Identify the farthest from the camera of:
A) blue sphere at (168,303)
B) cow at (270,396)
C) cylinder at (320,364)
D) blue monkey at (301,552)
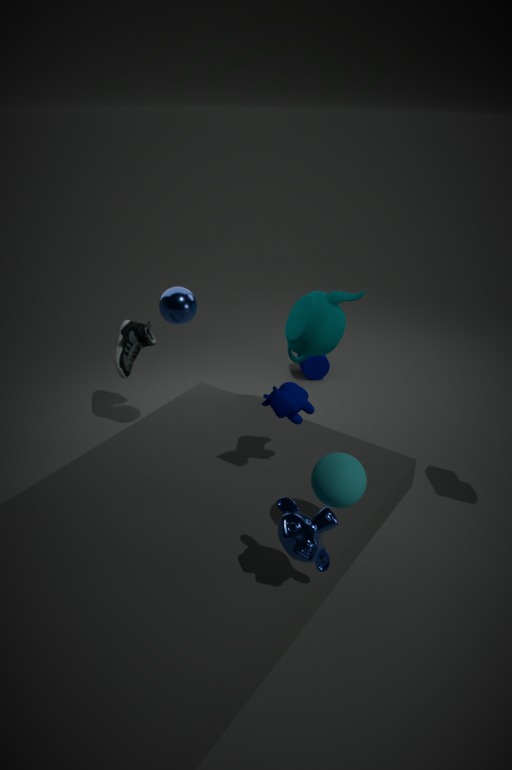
cylinder at (320,364)
